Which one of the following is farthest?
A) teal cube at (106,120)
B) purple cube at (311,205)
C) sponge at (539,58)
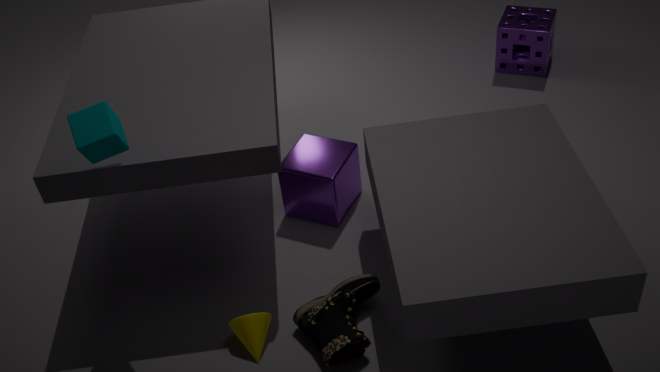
sponge at (539,58)
